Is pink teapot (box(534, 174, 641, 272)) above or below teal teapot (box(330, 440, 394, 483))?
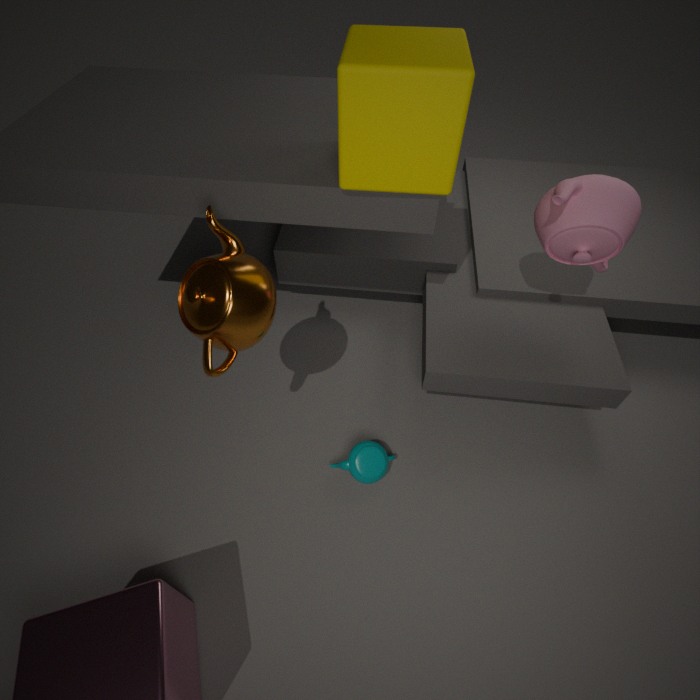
above
